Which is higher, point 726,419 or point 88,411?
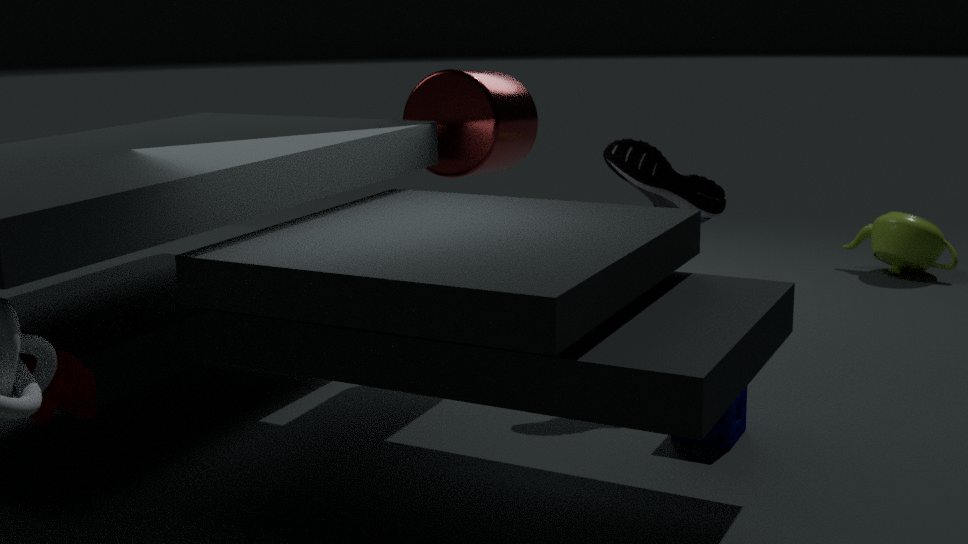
point 88,411
